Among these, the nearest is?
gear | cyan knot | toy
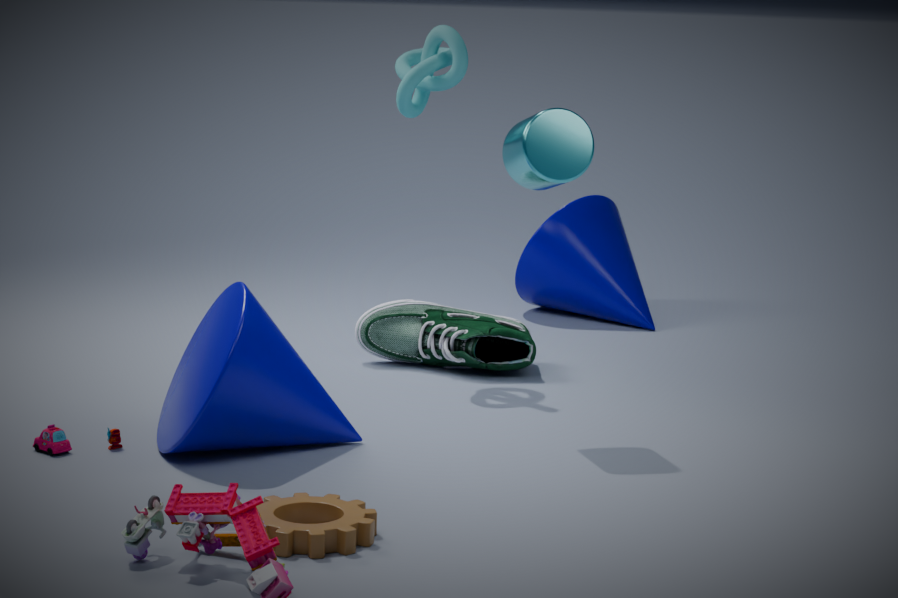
gear
